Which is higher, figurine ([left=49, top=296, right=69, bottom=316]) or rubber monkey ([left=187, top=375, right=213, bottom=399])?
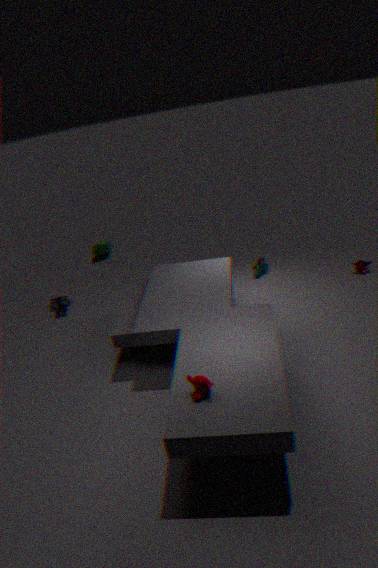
rubber monkey ([left=187, top=375, right=213, bottom=399])
